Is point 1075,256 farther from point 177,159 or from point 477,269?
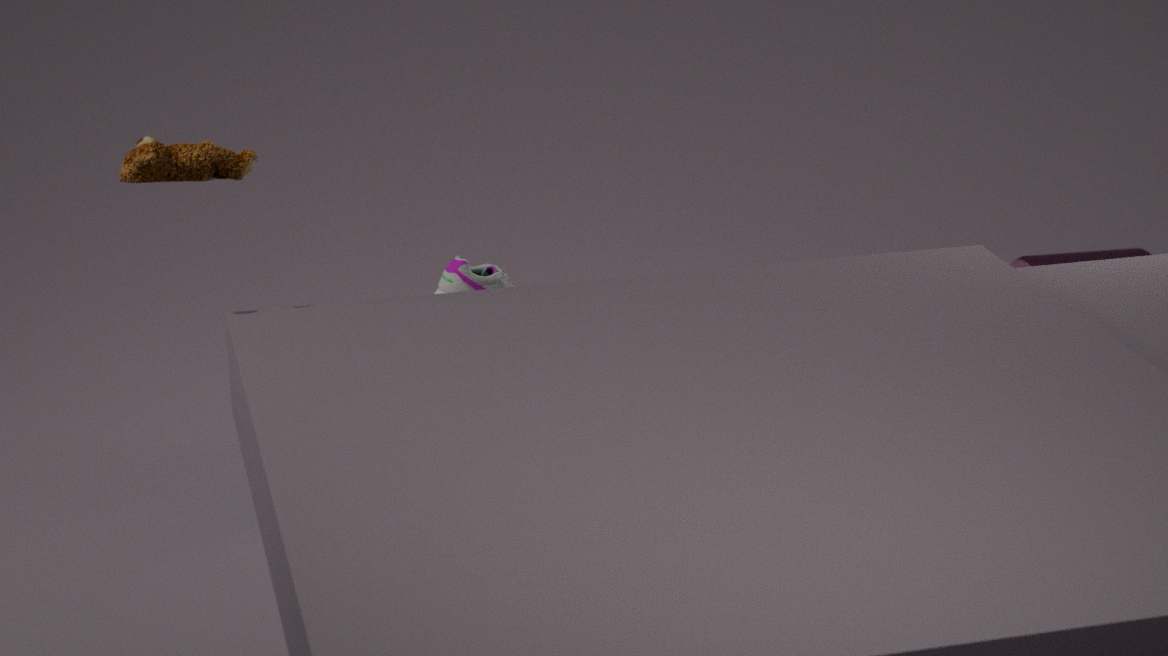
point 177,159
